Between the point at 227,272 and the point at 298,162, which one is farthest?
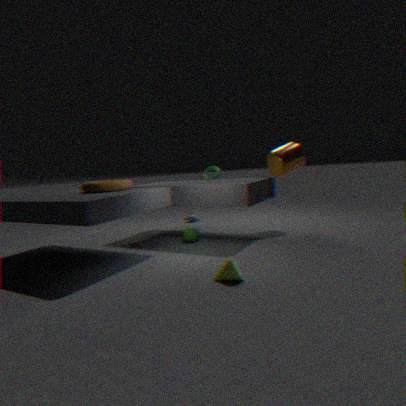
the point at 298,162
